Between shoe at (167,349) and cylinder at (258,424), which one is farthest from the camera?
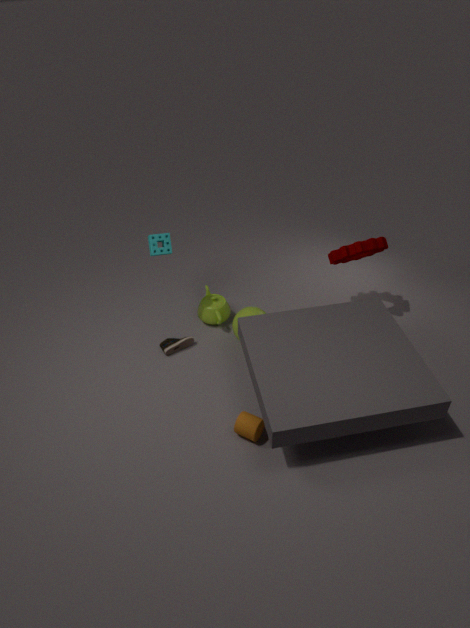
shoe at (167,349)
